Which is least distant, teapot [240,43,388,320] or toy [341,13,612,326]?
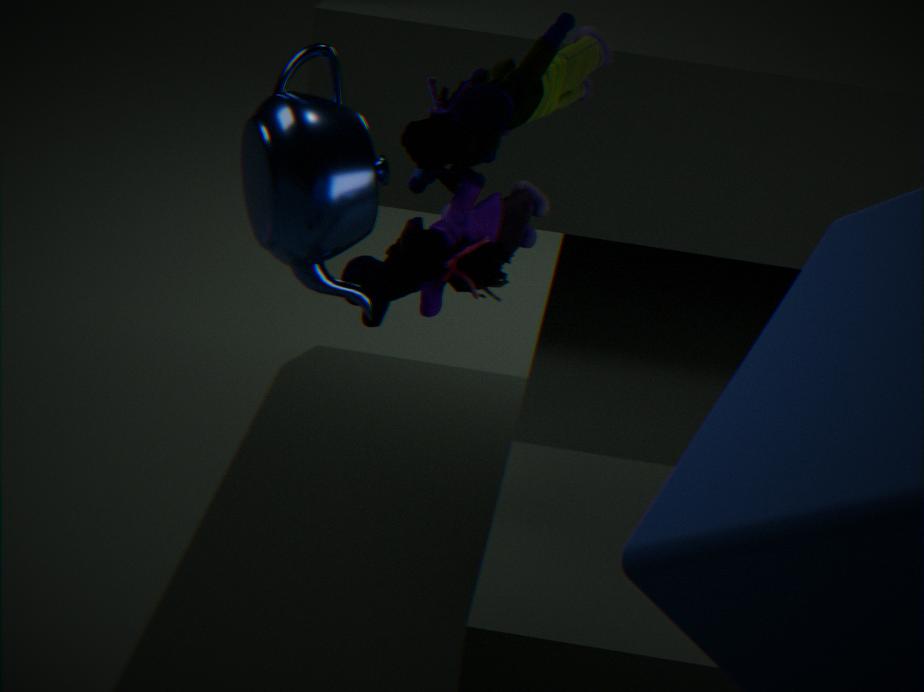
teapot [240,43,388,320]
